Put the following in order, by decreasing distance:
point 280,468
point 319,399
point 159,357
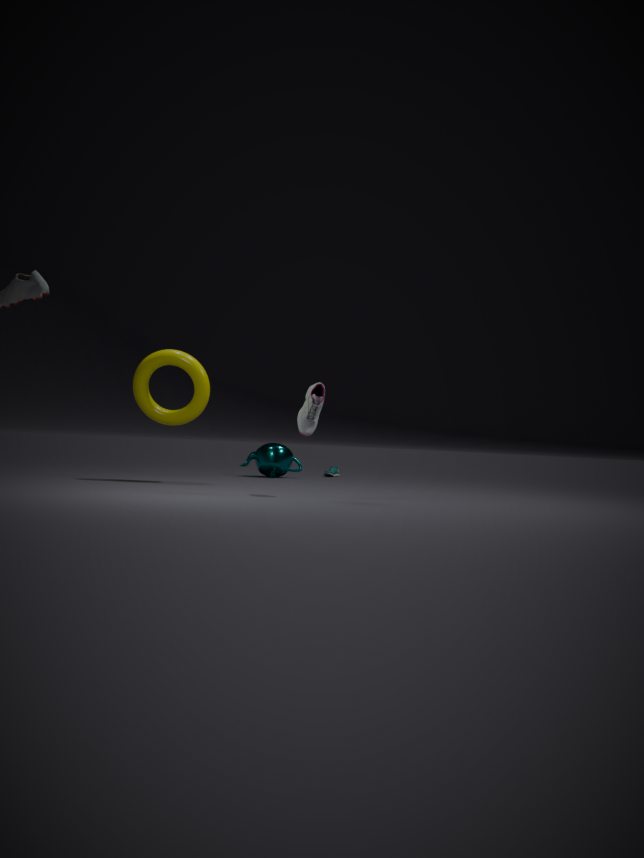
point 280,468 → point 159,357 → point 319,399
